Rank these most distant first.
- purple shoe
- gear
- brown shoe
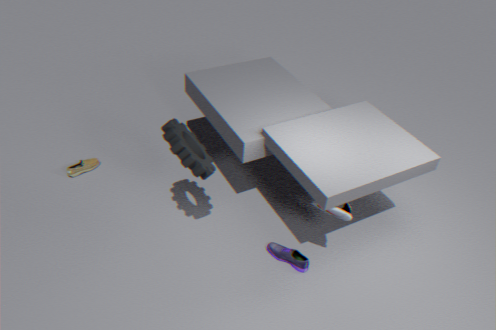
1. brown shoe
2. purple shoe
3. gear
